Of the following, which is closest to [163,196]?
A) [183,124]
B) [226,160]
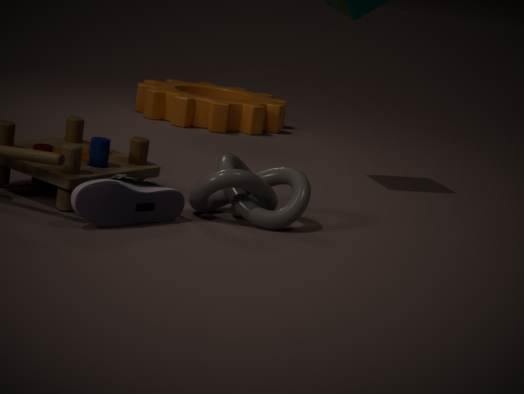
[226,160]
